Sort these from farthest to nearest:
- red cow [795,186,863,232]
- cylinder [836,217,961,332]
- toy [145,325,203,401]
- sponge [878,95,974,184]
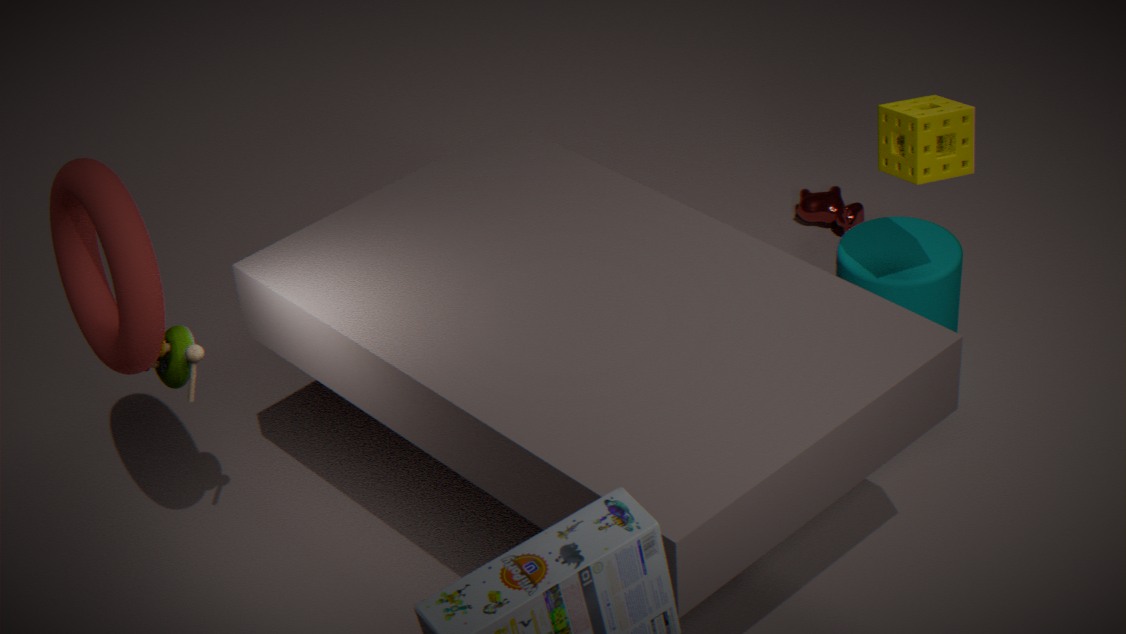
1. red cow [795,186,863,232]
2. cylinder [836,217,961,332]
3. sponge [878,95,974,184]
4. toy [145,325,203,401]
